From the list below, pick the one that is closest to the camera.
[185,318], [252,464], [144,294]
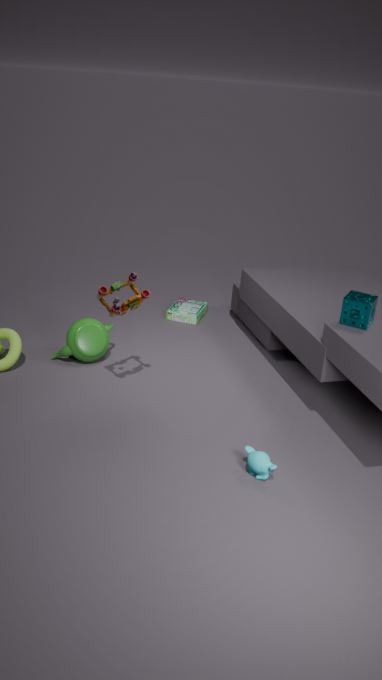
[252,464]
